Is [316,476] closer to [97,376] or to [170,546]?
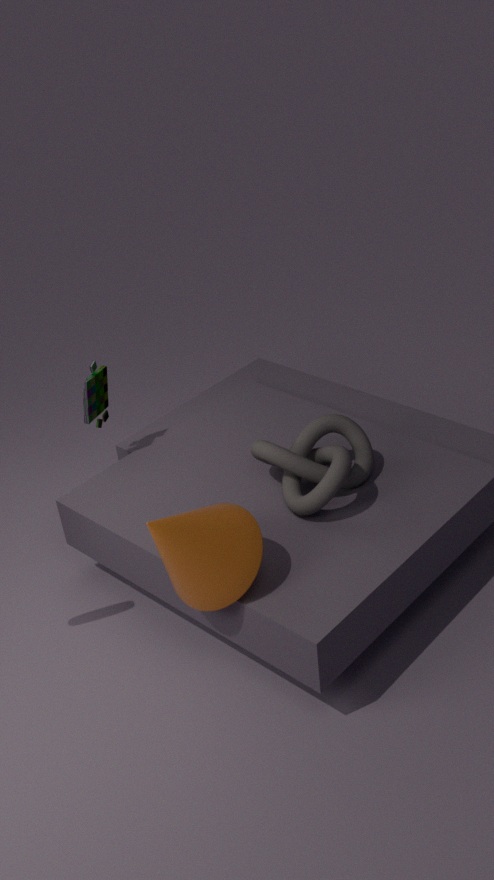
[170,546]
